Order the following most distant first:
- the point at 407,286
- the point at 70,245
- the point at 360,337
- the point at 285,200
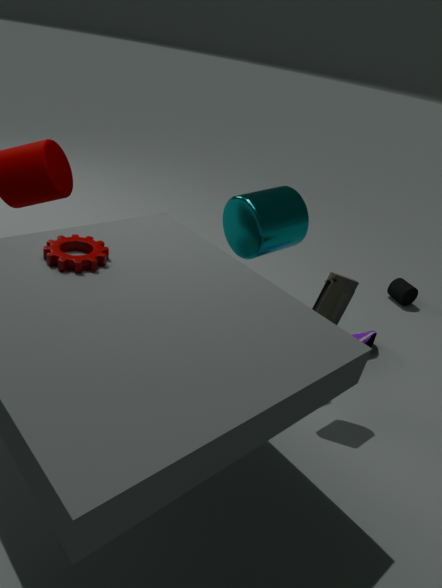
the point at 407,286 < the point at 360,337 < the point at 285,200 < the point at 70,245
